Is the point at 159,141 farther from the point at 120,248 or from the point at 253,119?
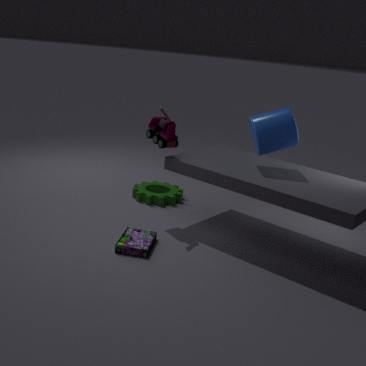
the point at 120,248
